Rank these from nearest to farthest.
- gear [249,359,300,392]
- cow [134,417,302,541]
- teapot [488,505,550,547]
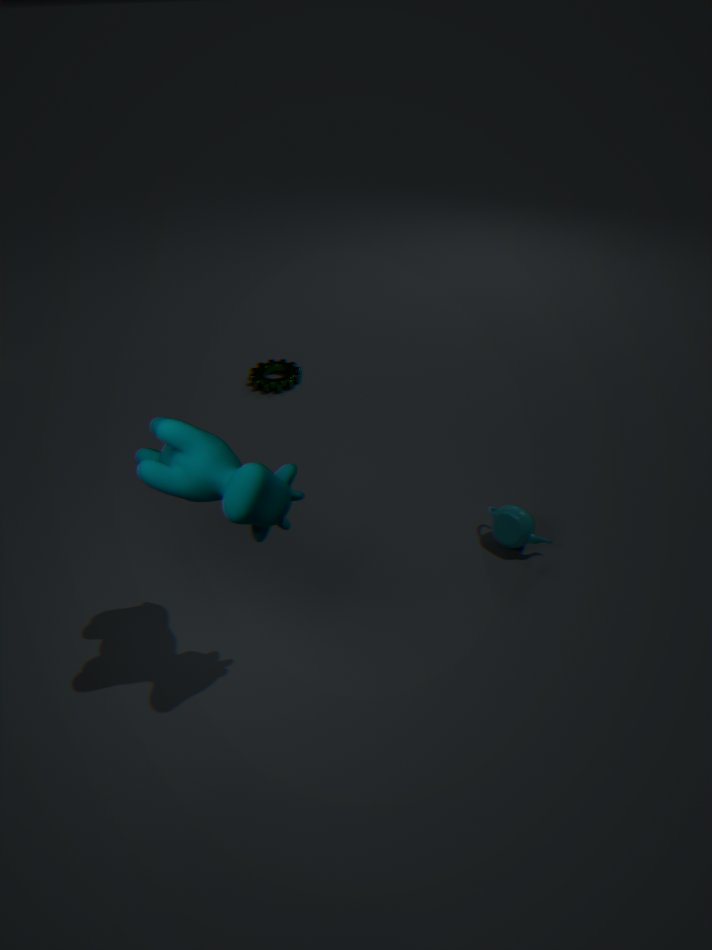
cow [134,417,302,541]
teapot [488,505,550,547]
gear [249,359,300,392]
